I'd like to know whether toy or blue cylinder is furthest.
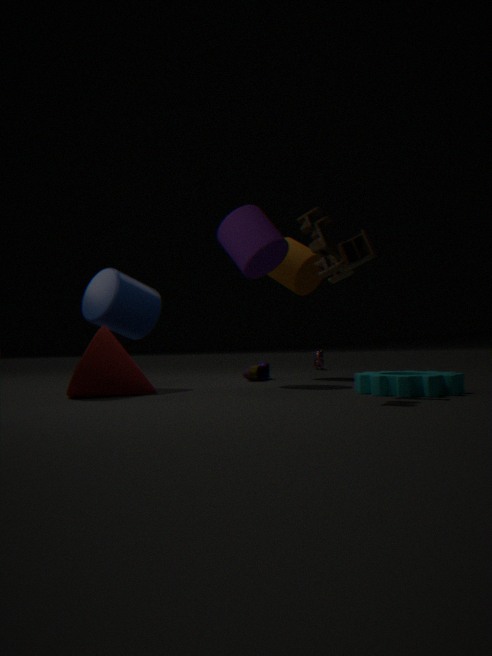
blue cylinder
